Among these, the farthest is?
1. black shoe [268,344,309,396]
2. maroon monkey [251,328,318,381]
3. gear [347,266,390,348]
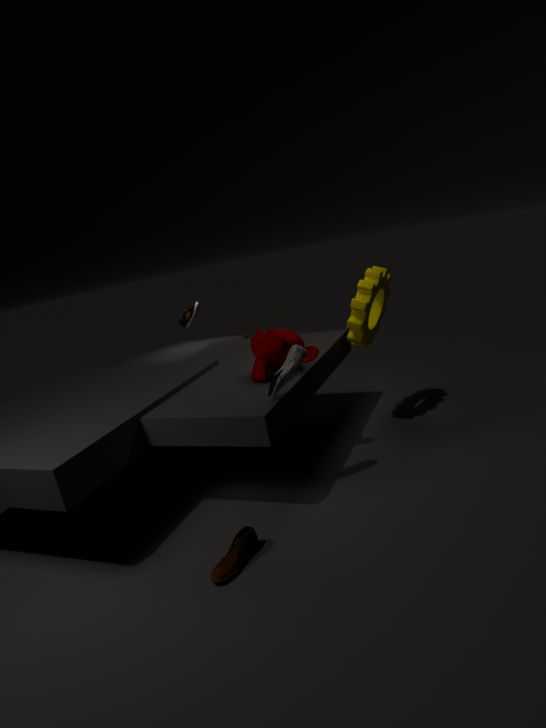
gear [347,266,390,348]
